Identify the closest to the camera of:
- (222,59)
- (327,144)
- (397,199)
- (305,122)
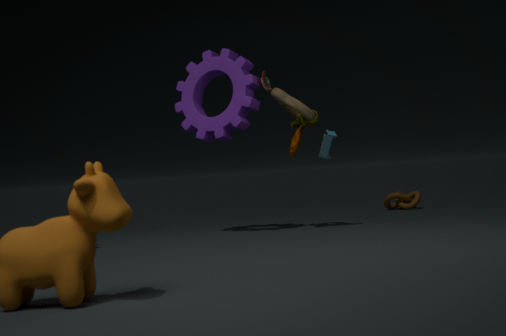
(305,122)
